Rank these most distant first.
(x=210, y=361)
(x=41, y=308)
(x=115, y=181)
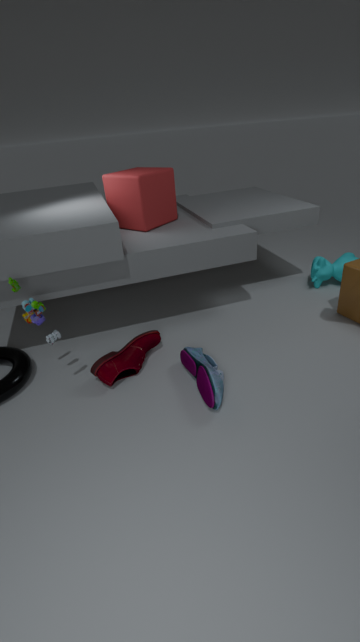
(x=115, y=181) → (x=210, y=361) → (x=41, y=308)
